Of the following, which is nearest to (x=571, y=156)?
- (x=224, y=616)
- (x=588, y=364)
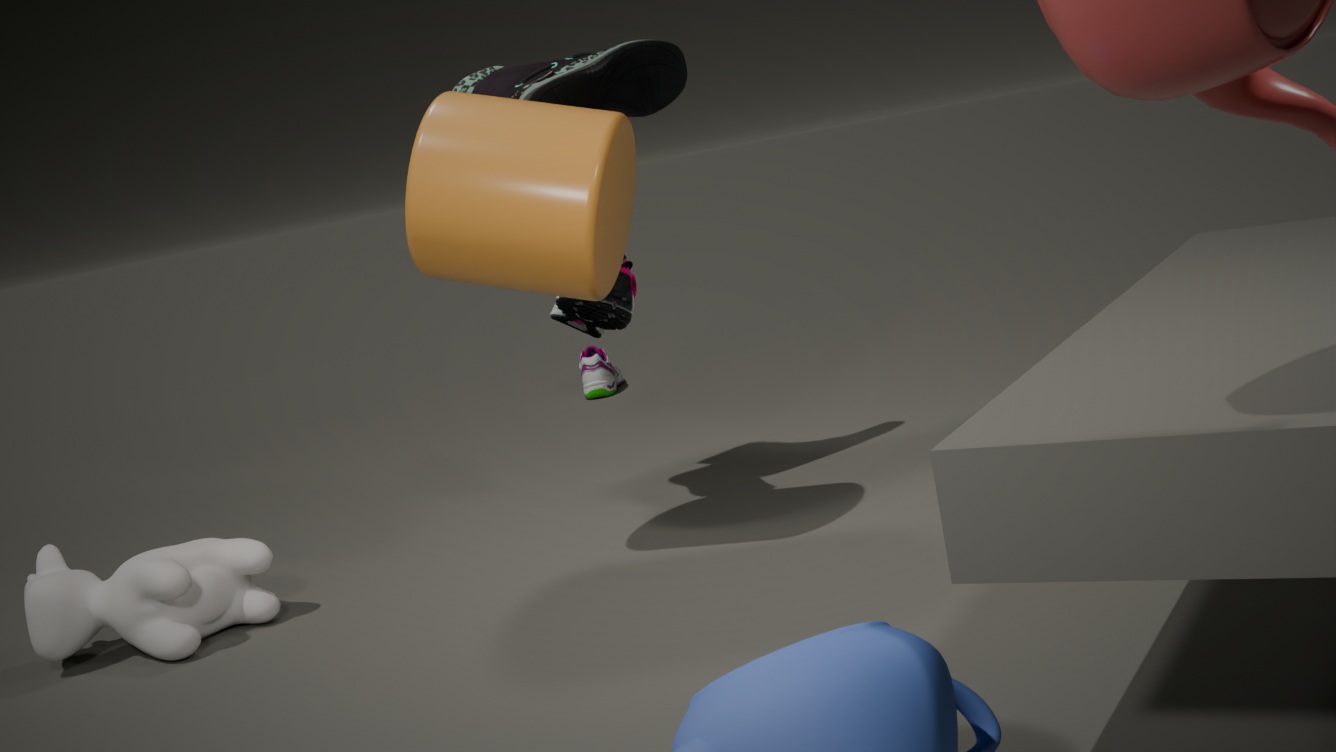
(x=224, y=616)
